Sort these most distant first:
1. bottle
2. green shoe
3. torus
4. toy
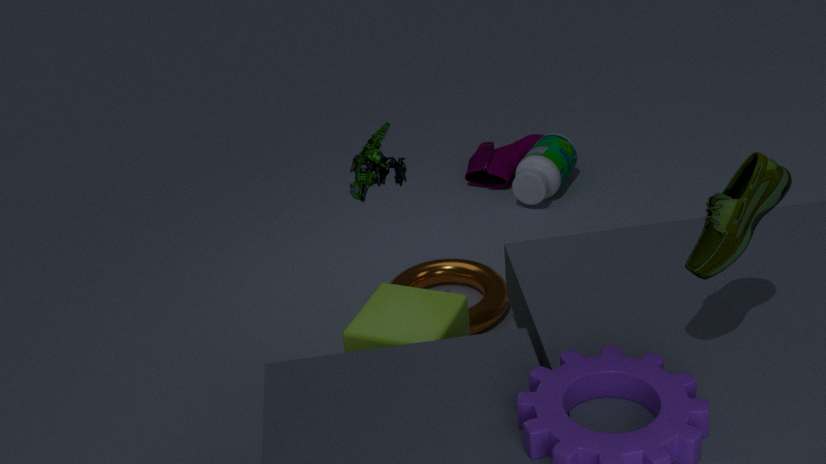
bottle
torus
toy
green shoe
